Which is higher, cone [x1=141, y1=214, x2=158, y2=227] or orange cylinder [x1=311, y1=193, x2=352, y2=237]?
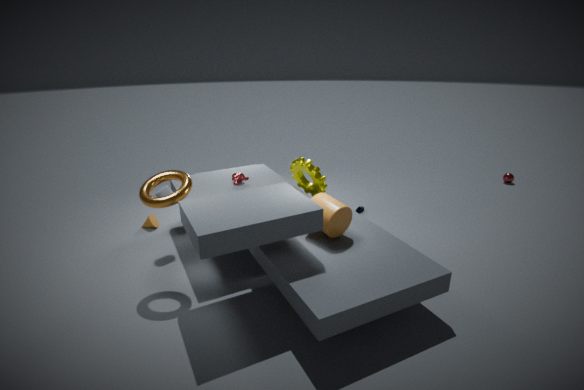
orange cylinder [x1=311, y1=193, x2=352, y2=237]
